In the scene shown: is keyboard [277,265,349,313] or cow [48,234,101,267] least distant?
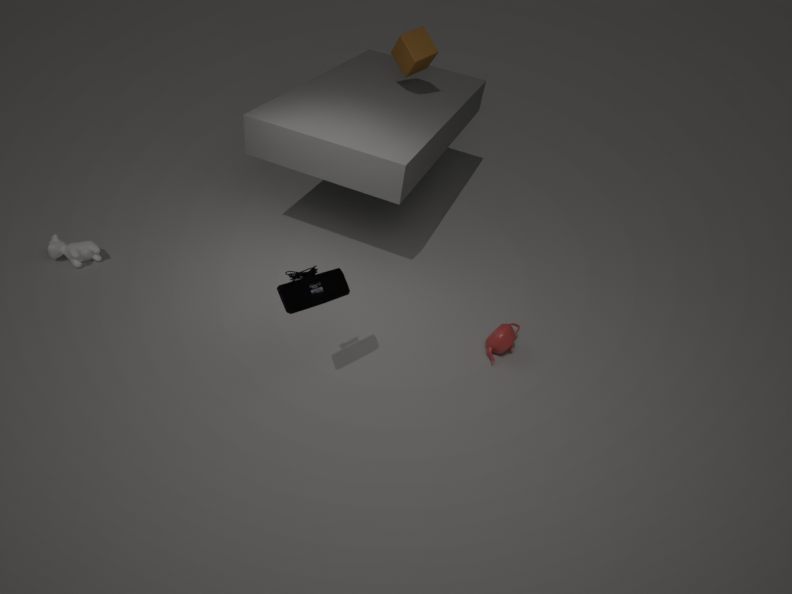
keyboard [277,265,349,313]
